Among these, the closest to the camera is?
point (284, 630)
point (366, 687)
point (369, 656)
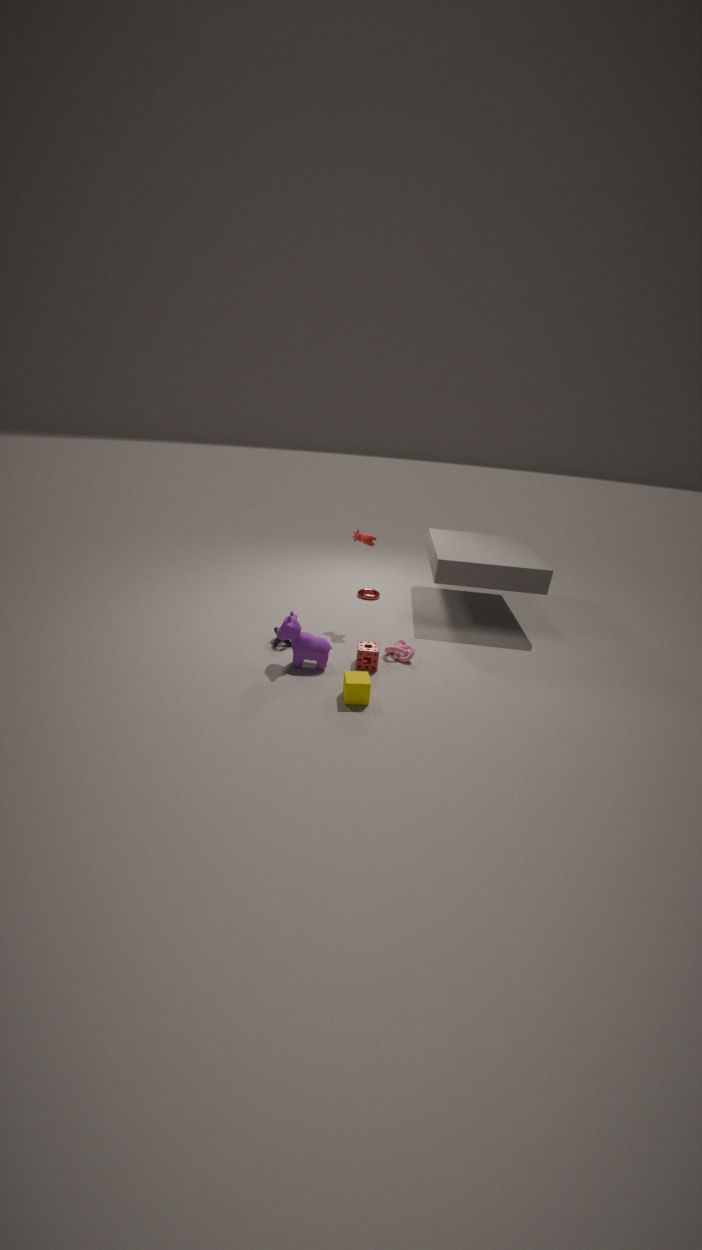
point (366, 687)
